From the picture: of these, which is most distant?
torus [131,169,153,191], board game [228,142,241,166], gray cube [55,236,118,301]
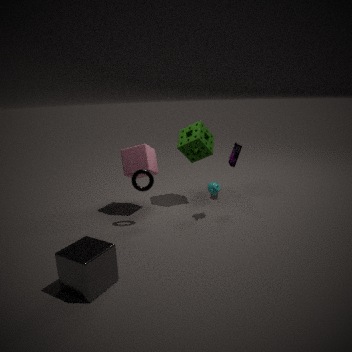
board game [228,142,241,166]
